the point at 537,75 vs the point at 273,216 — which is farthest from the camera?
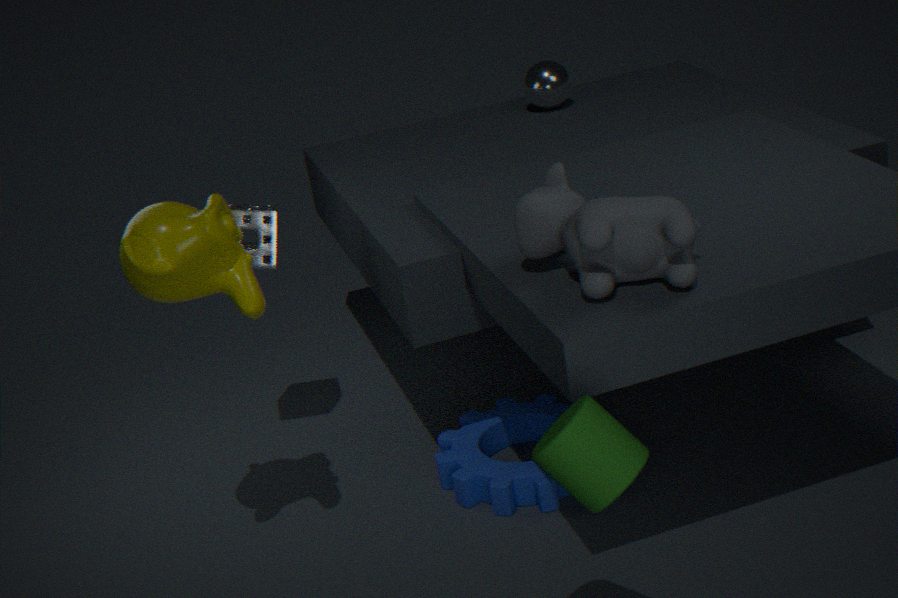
the point at 537,75
